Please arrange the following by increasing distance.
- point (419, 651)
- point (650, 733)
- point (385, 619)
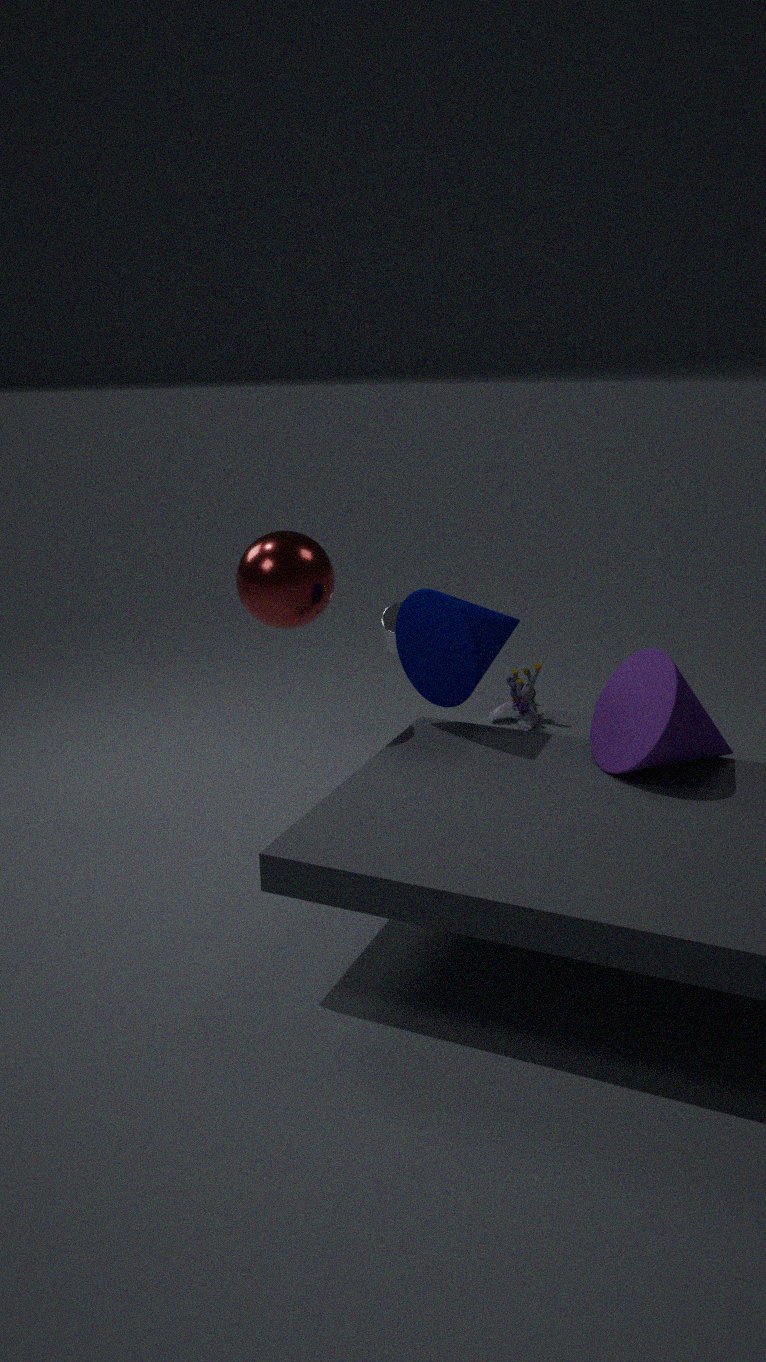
1. point (650, 733)
2. point (419, 651)
3. point (385, 619)
